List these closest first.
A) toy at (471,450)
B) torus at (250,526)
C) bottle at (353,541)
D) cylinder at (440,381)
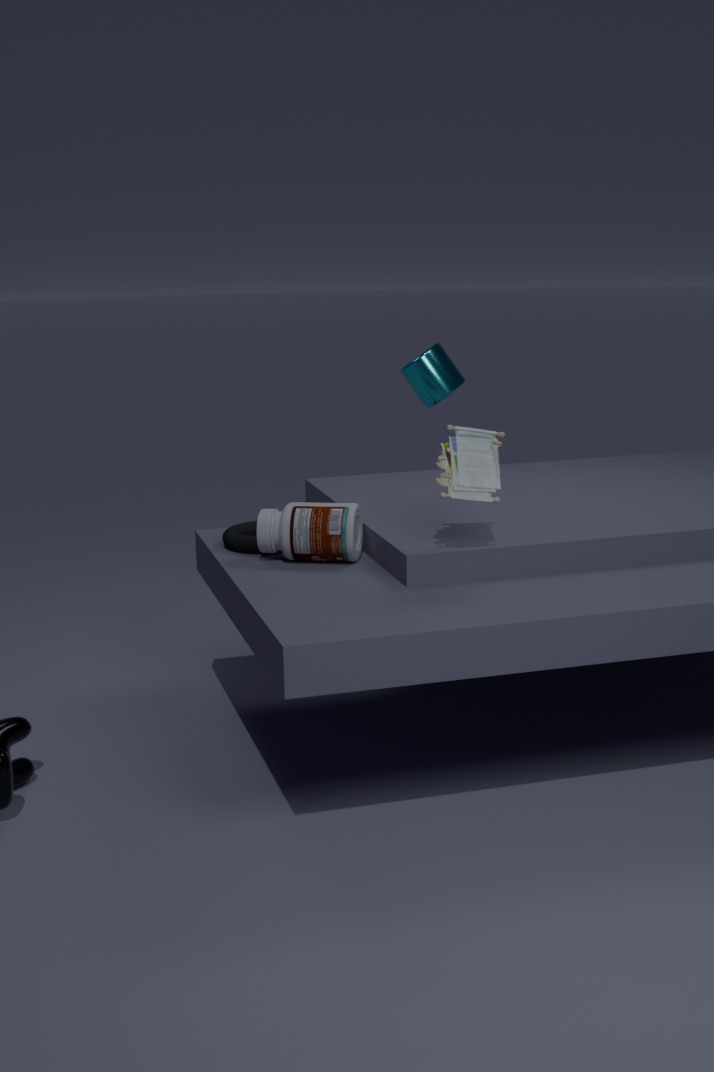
toy at (471,450) < bottle at (353,541) < torus at (250,526) < cylinder at (440,381)
